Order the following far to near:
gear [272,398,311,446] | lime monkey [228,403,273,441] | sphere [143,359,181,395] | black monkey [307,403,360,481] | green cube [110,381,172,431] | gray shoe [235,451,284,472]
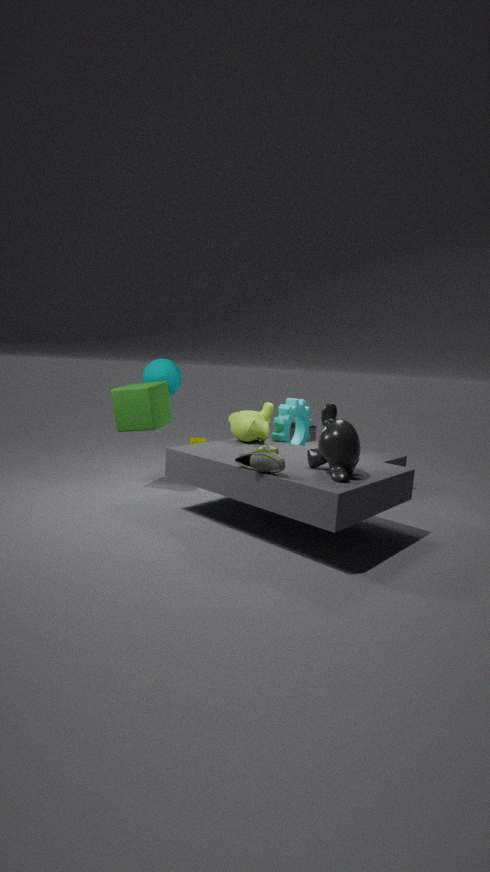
sphere [143,359,181,395]
gear [272,398,311,446]
green cube [110,381,172,431]
lime monkey [228,403,273,441]
black monkey [307,403,360,481]
gray shoe [235,451,284,472]
